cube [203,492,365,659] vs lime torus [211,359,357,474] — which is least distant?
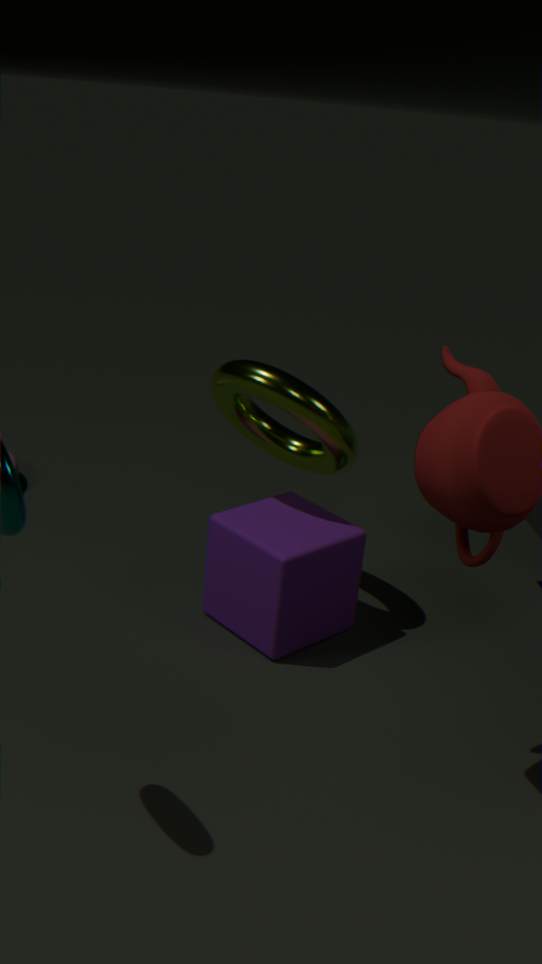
cube [203,492,365,659]
